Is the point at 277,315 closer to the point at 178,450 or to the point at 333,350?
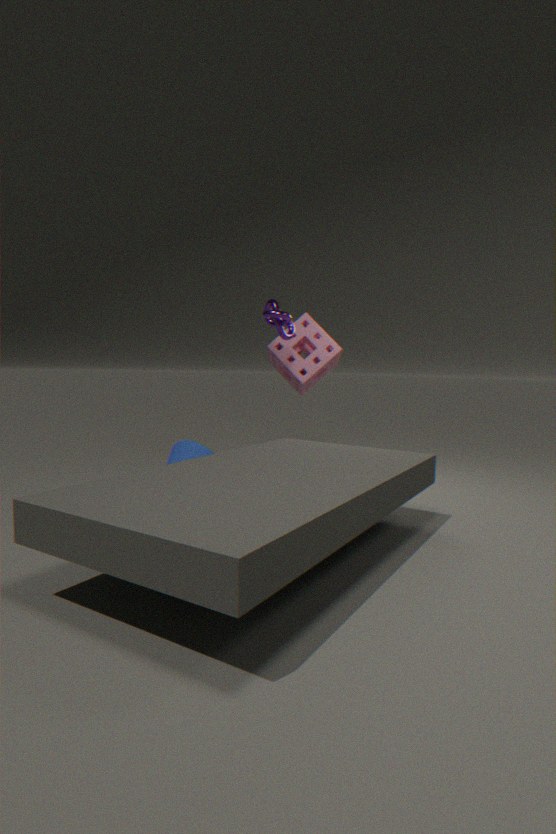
the point at 333,350
